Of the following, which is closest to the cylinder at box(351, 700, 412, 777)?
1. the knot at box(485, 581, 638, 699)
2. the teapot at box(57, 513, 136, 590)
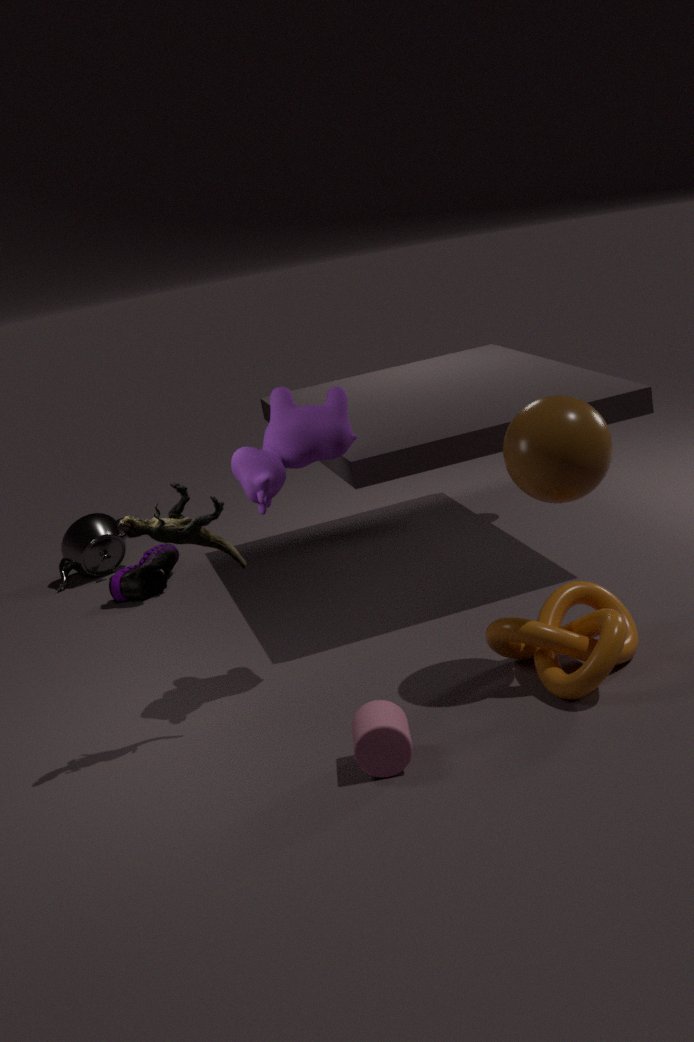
the knot at box(485, 581, 638, 699)
